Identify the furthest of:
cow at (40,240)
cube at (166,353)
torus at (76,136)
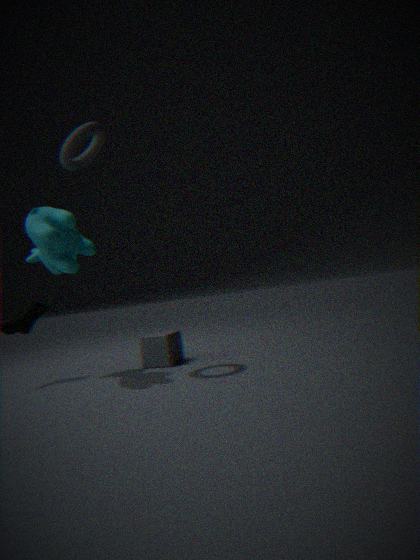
cube at (166,353)
